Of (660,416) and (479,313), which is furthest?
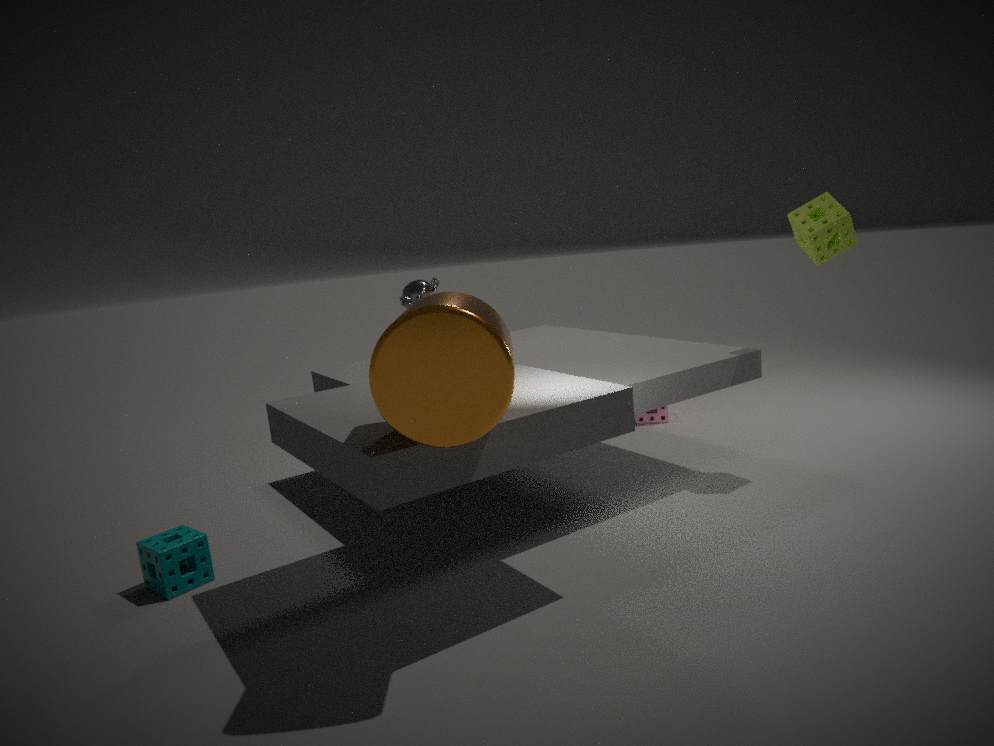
(660,416)
